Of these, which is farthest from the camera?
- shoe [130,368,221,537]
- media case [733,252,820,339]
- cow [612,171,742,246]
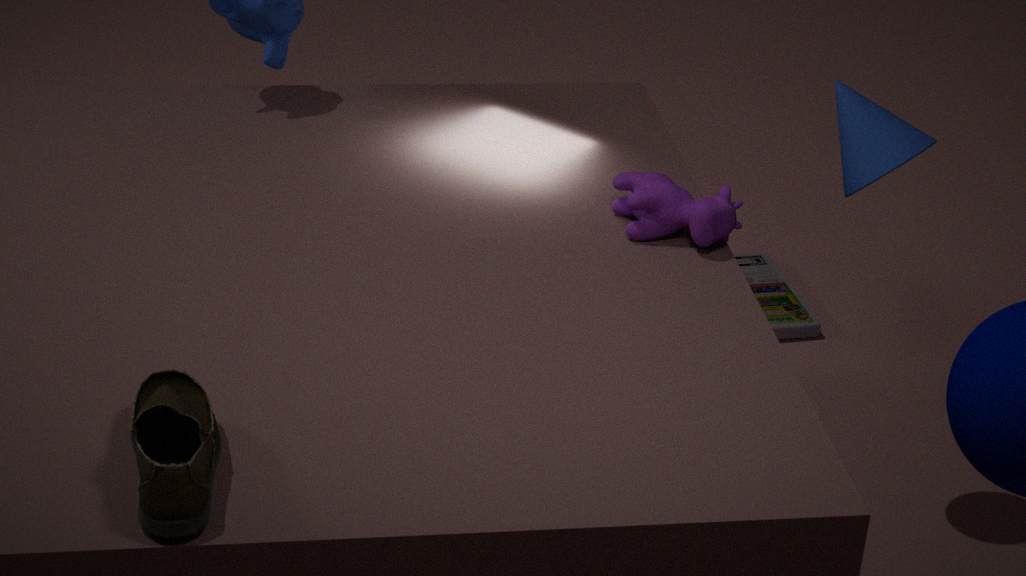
media case [733,252,820,339]
